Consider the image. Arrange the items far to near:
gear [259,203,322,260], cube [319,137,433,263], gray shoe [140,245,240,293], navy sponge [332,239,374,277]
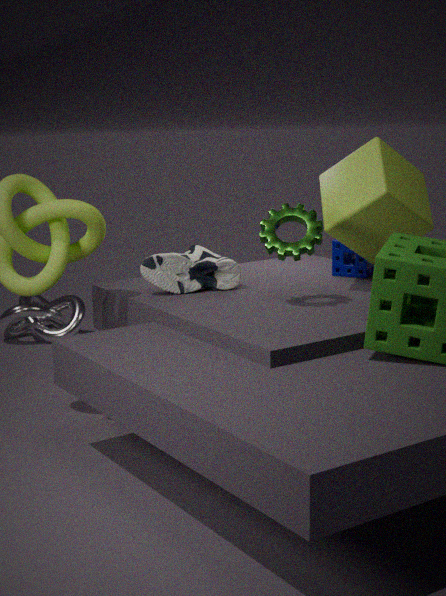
1. navy sponge [332,239,374,277]
2. gray shoe [140,245,240,293]
3. cube [319,137,433,263]
4. gear [259,203,322,260]
